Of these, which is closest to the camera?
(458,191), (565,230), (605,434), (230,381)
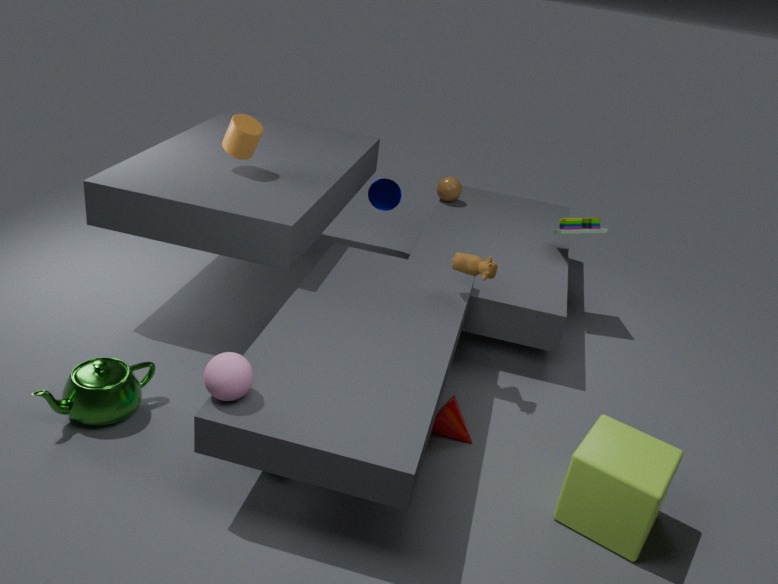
(230,381)
